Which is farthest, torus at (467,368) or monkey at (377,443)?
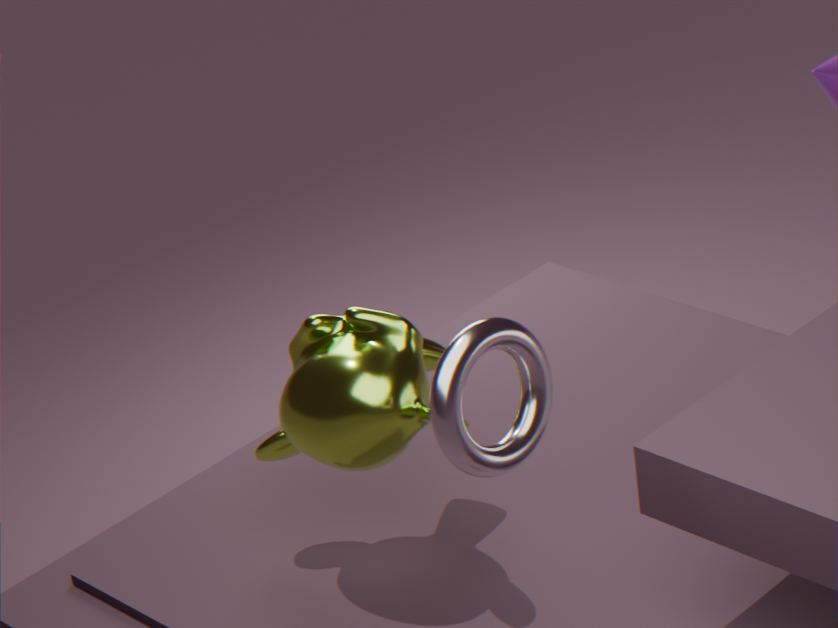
monkey at (377,443)
